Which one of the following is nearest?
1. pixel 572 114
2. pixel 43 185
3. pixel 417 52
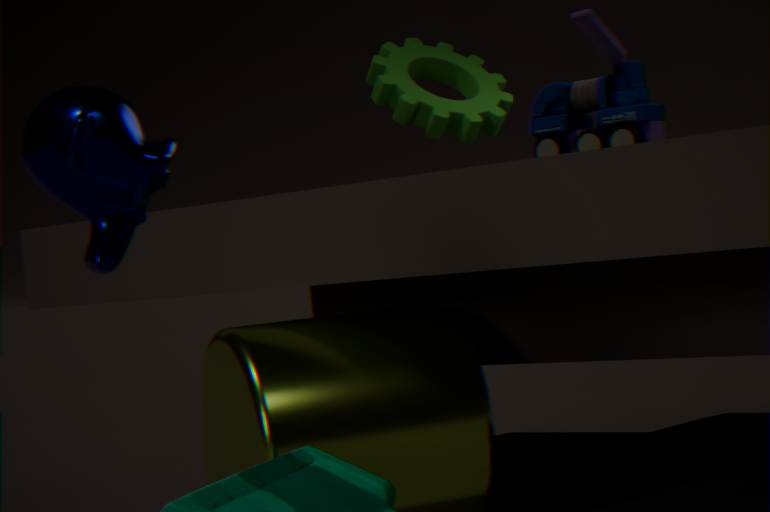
pixel 43 185
